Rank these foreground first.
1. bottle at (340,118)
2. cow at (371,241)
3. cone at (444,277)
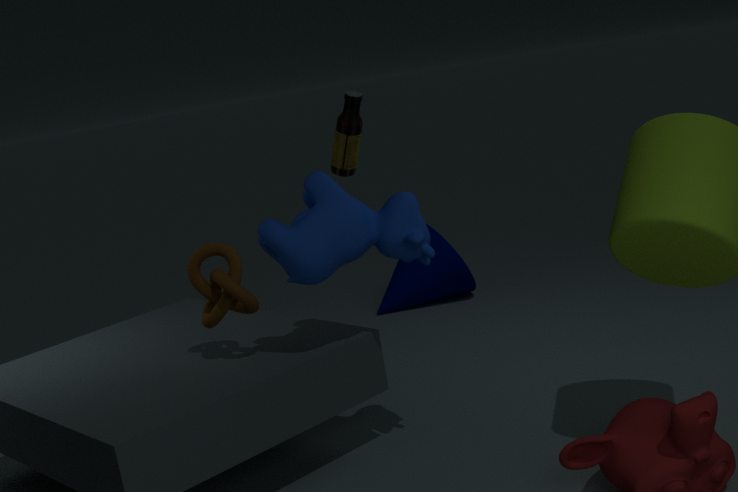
1. cow at (371,241)
2. bottle at (340,118)
3. cone at (444,277)
